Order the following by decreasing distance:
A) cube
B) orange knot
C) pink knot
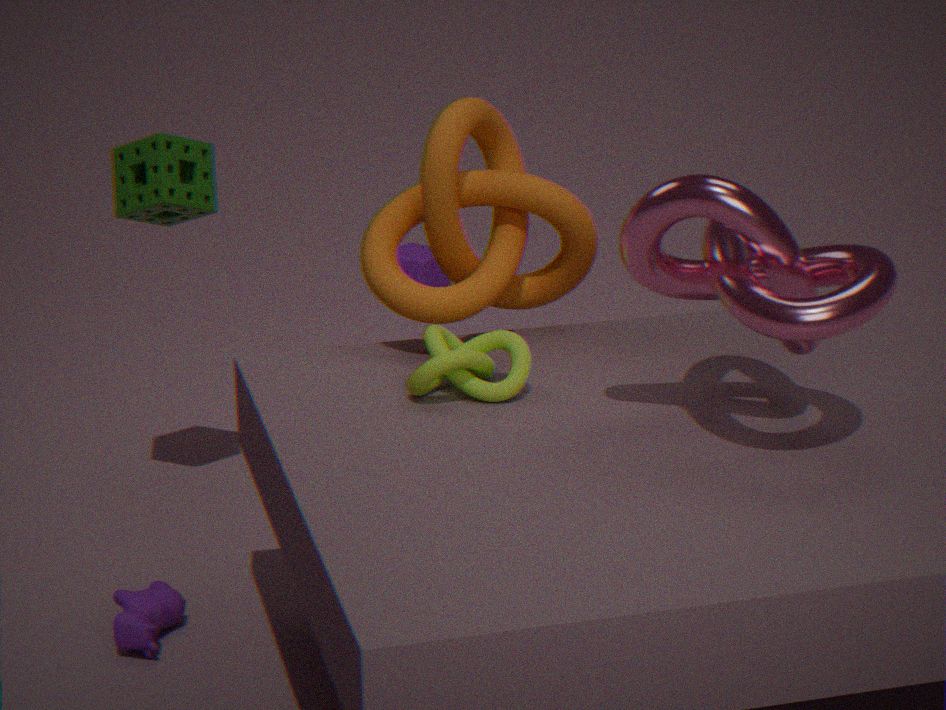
cube
orange knot
pink knot
